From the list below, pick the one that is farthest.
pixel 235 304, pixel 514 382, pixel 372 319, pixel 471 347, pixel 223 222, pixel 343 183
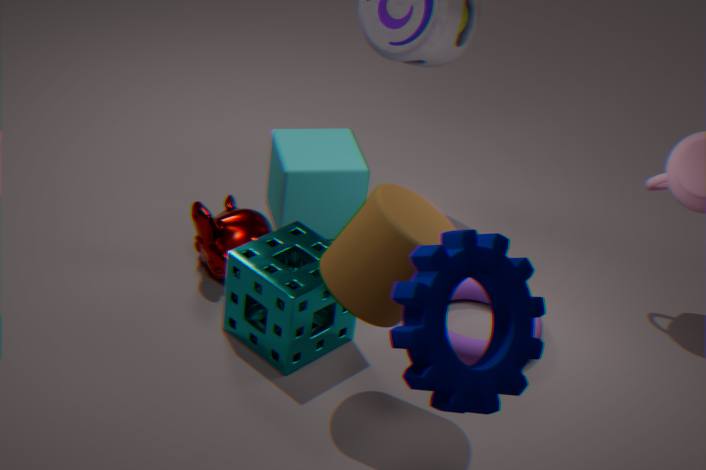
pixel 343 183
